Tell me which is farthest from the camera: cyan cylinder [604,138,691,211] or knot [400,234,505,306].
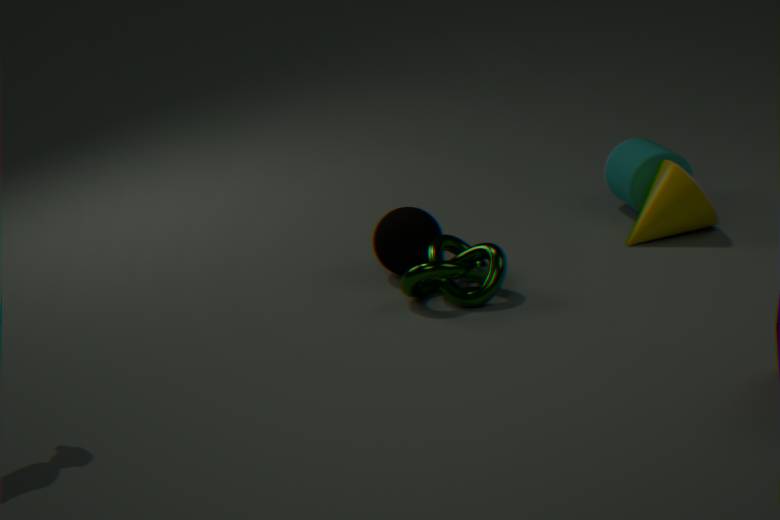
cyan cylinder [604,138,691,211]
